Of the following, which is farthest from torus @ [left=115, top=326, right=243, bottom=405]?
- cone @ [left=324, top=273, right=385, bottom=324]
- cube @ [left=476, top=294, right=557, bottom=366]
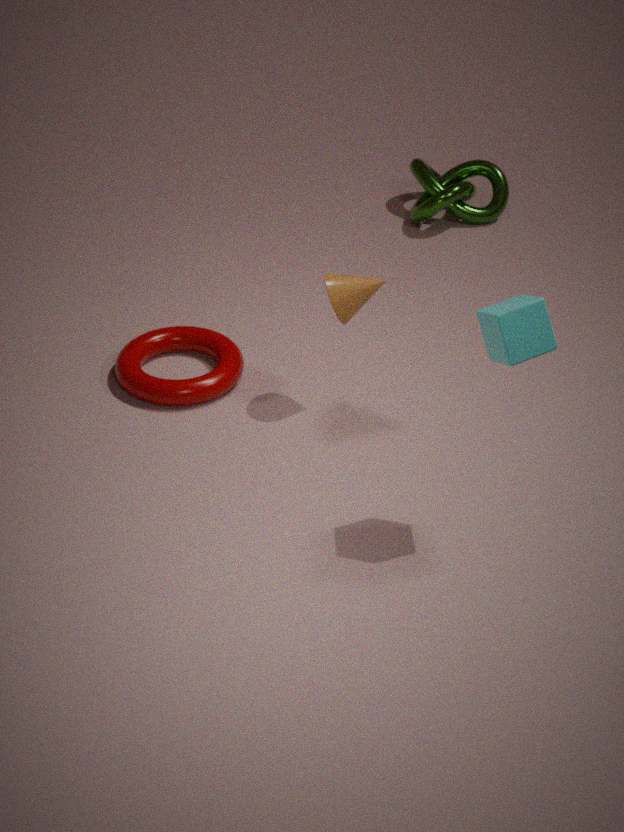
cube @ [left=476, top=294, right=557, bottom=366]
